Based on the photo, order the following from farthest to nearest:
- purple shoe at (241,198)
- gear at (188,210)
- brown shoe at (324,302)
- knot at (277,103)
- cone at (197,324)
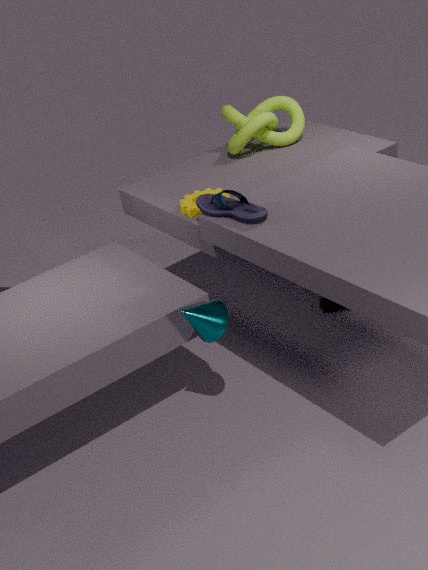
brown shoe at (324,302) → knot at (277,103) → gear at (188,210) → purple shoe at (241,198) → cone at (197,324)
